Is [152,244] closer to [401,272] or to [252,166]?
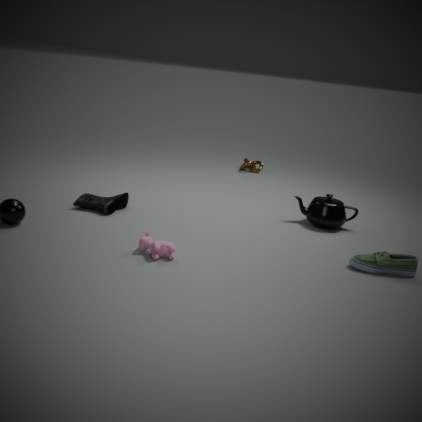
[401,272]
